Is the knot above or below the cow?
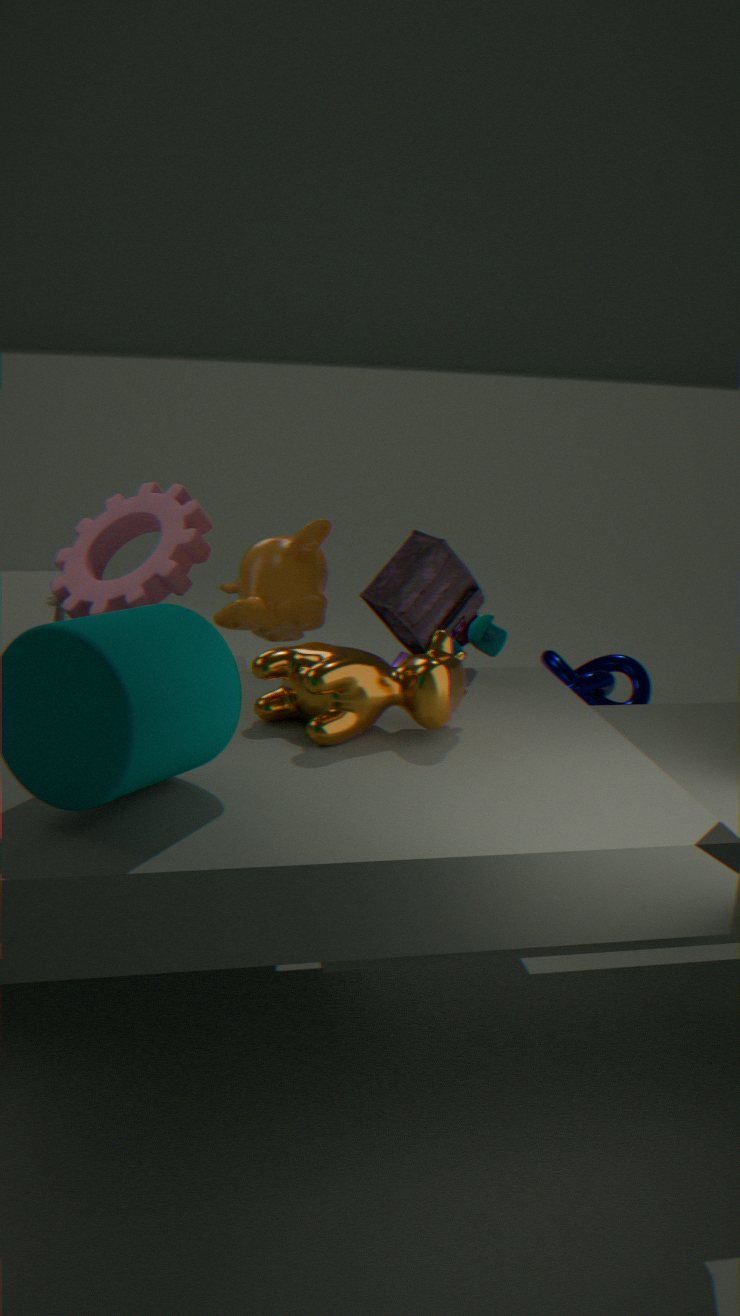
below
